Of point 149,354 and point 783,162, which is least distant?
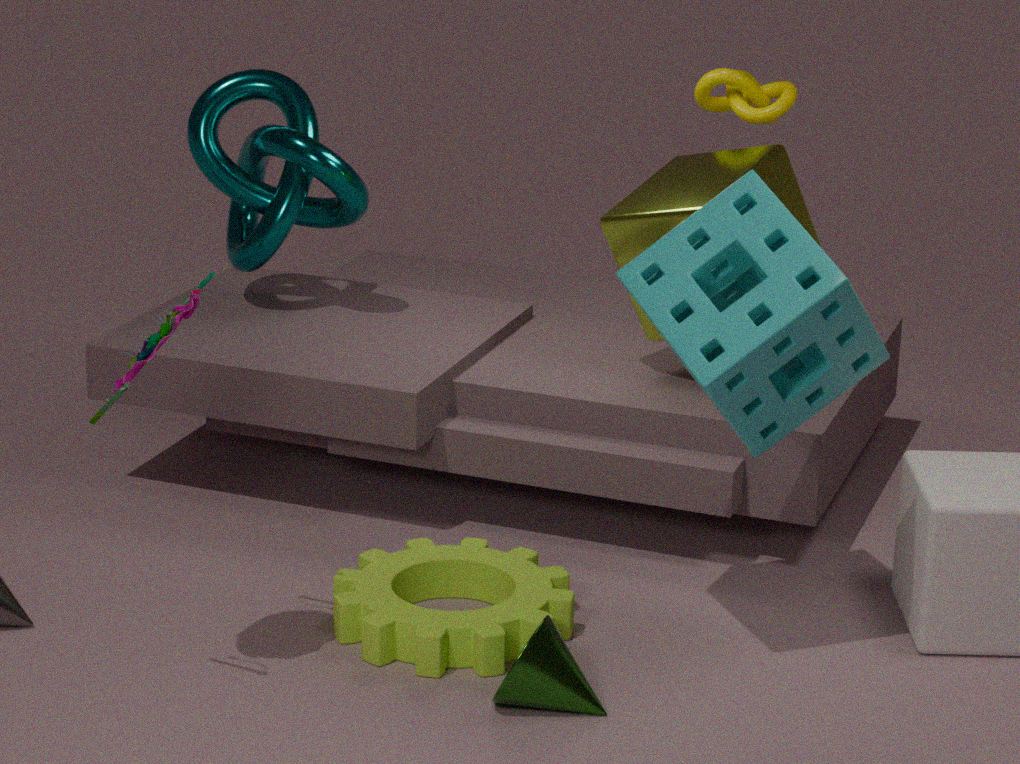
point 149,354
